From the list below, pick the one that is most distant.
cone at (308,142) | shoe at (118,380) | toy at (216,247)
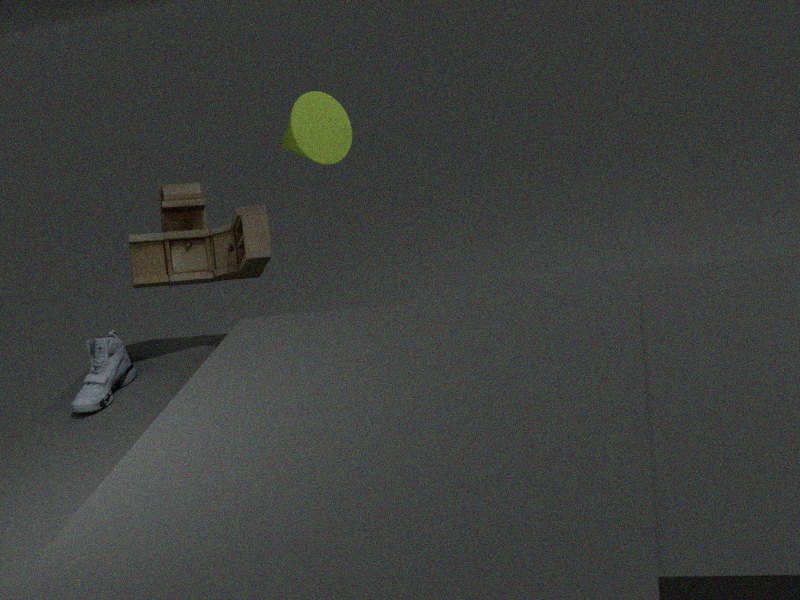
cone at (308,142)
